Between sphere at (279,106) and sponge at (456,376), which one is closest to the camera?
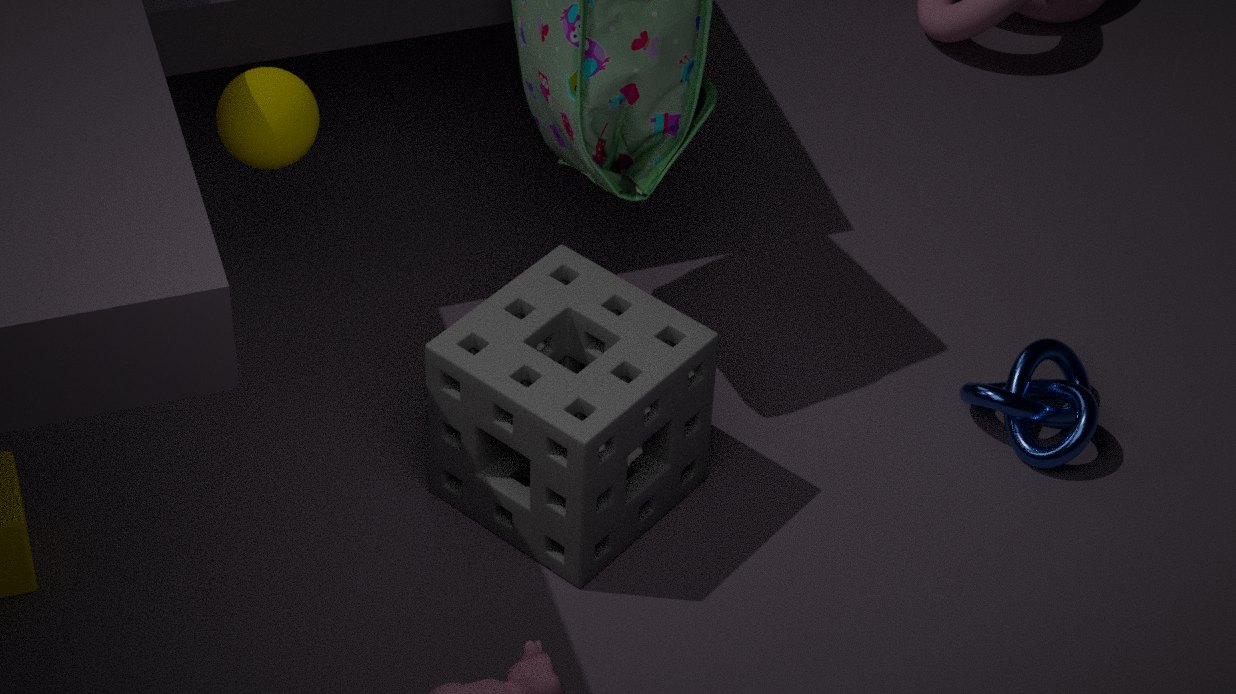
sponge at (456,376)
